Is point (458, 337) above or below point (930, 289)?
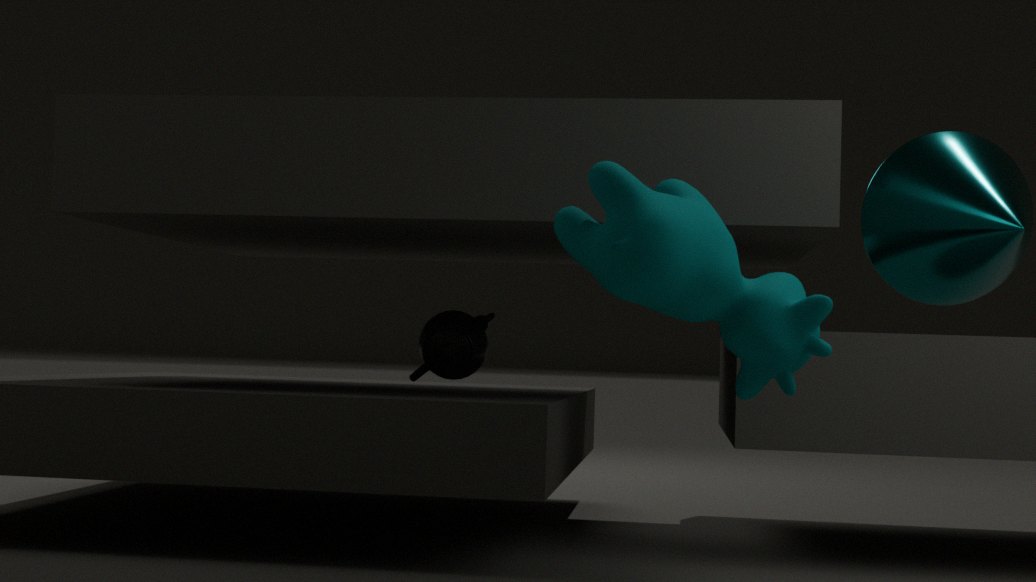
below
